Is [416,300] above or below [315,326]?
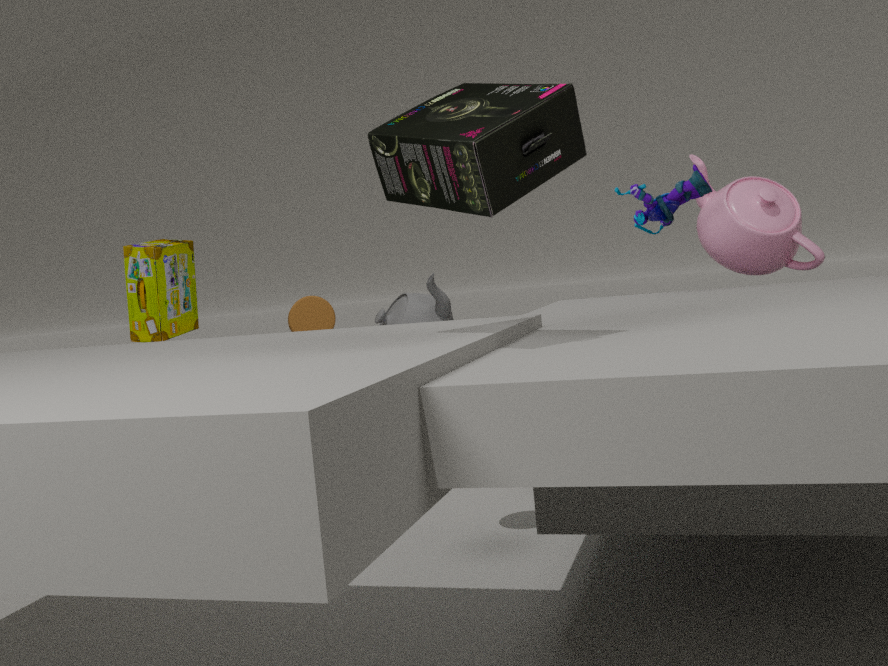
below
